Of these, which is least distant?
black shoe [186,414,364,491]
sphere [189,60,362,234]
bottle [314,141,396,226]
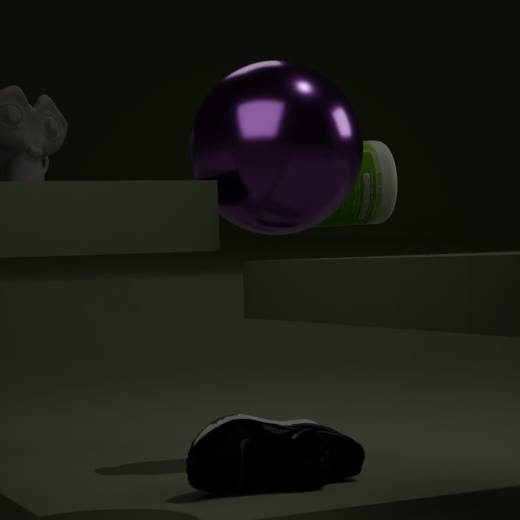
sphere [189,60,362,234]
